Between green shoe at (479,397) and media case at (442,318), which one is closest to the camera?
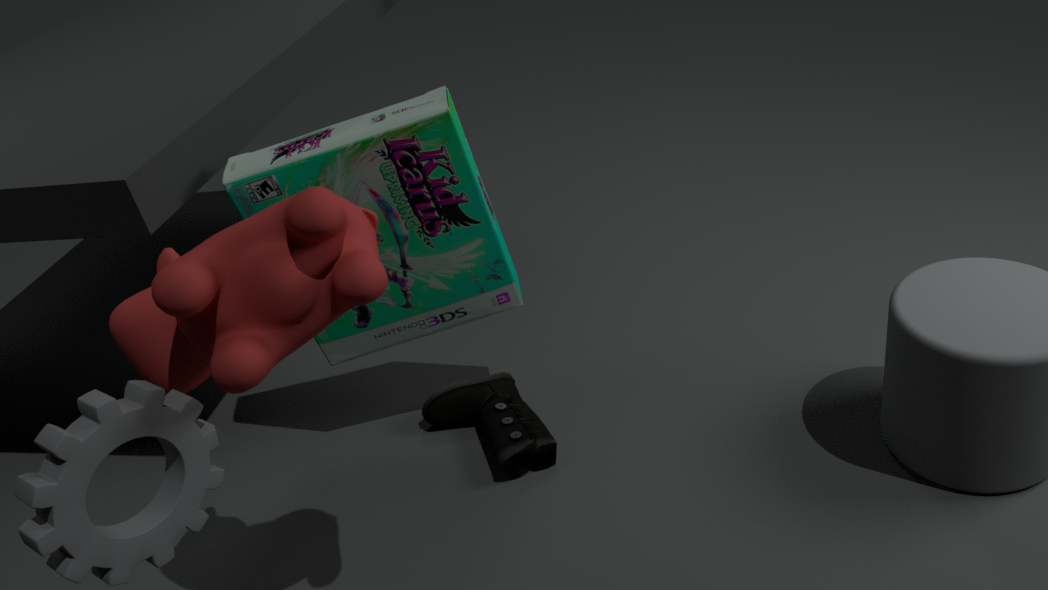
media case at (442,318)
